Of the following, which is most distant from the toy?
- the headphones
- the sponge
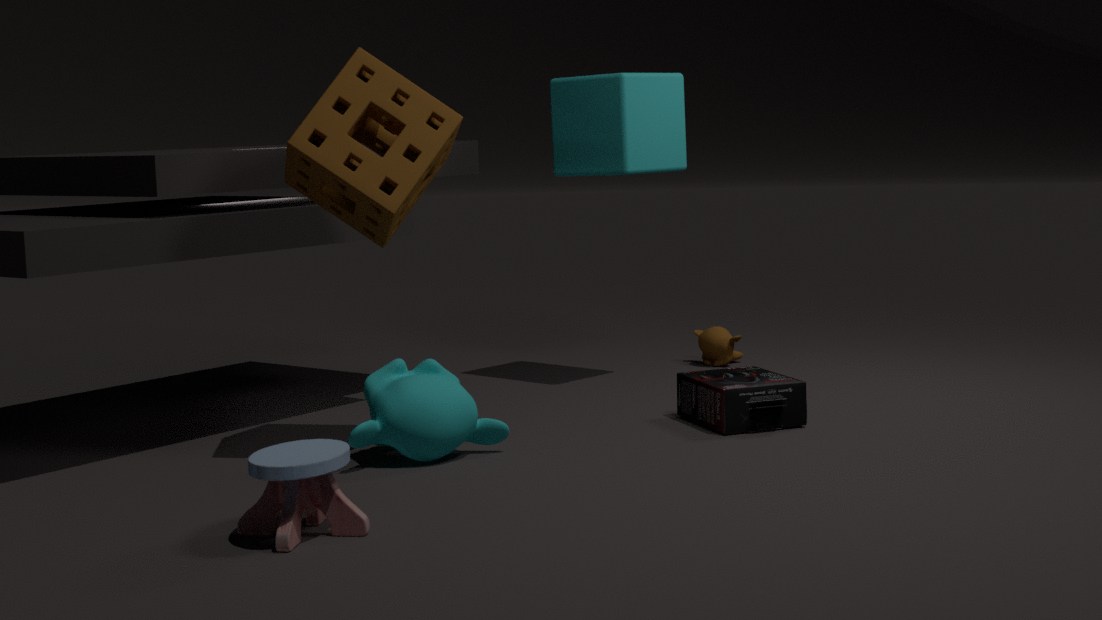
the headphones
